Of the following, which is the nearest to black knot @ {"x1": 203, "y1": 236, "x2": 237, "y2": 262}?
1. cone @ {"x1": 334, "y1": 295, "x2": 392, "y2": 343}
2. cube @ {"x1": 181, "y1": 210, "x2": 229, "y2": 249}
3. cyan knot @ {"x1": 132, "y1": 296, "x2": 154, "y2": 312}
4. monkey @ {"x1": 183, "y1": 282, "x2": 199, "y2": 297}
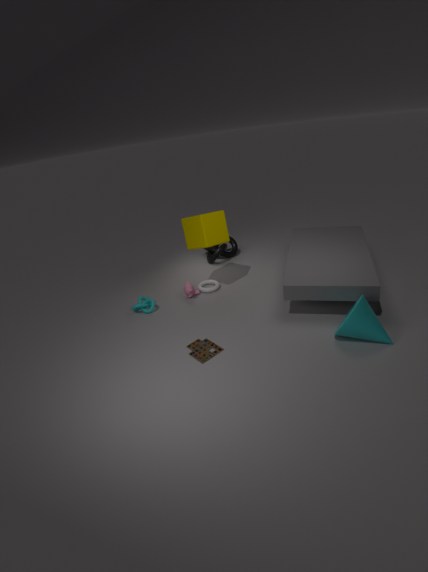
cube @ {"x1": 181, "y1": 210, "x2": 229, "y2": 249}
